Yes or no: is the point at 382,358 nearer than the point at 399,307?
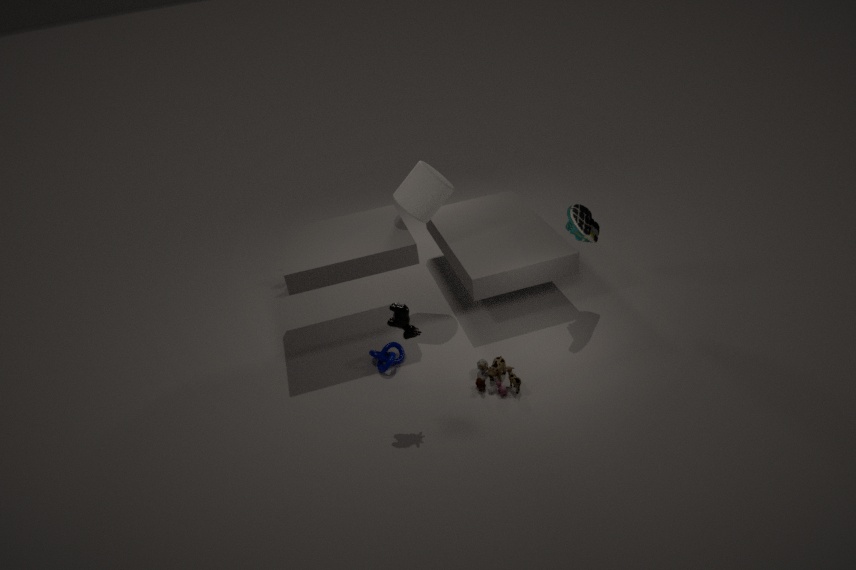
No
